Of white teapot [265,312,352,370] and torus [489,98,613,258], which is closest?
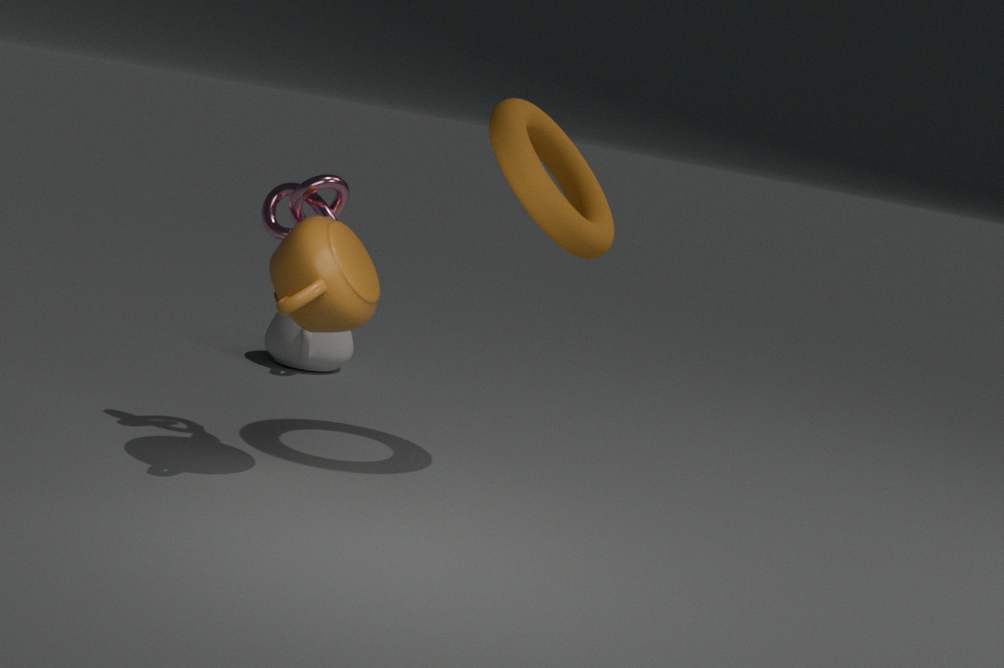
torus [489,98,613,258]
